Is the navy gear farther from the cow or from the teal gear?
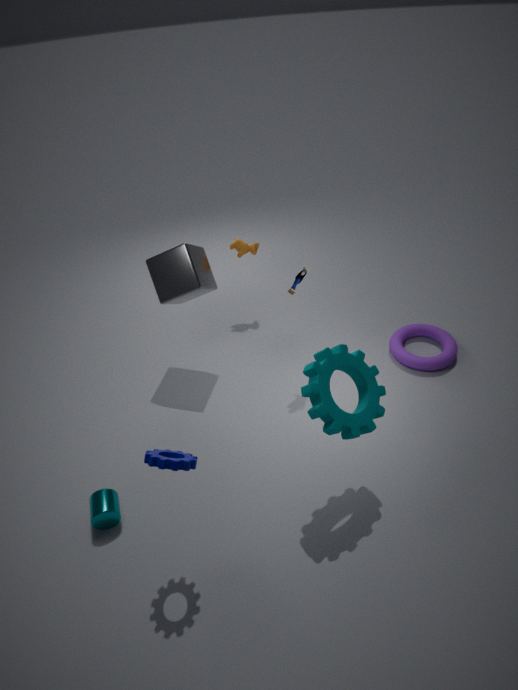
the cow
